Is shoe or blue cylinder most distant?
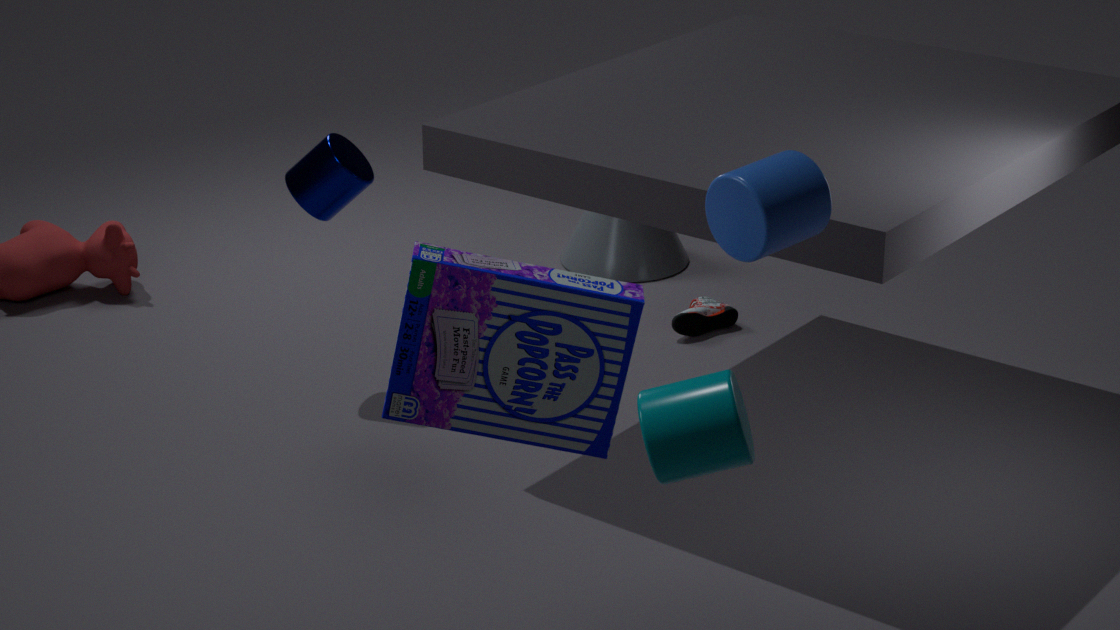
shoe
